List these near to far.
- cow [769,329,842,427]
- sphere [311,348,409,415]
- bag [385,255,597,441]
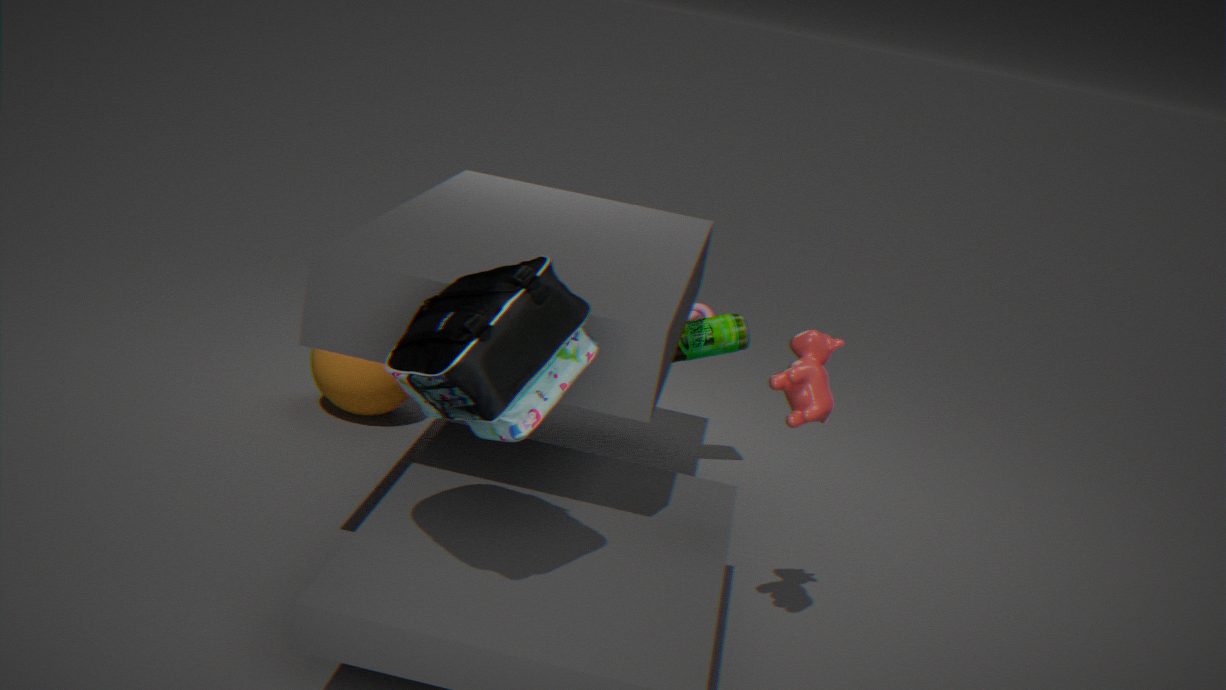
bag [385,255,597,441] → cow [769,329,842,427] → sphere [311,348,409,415]
